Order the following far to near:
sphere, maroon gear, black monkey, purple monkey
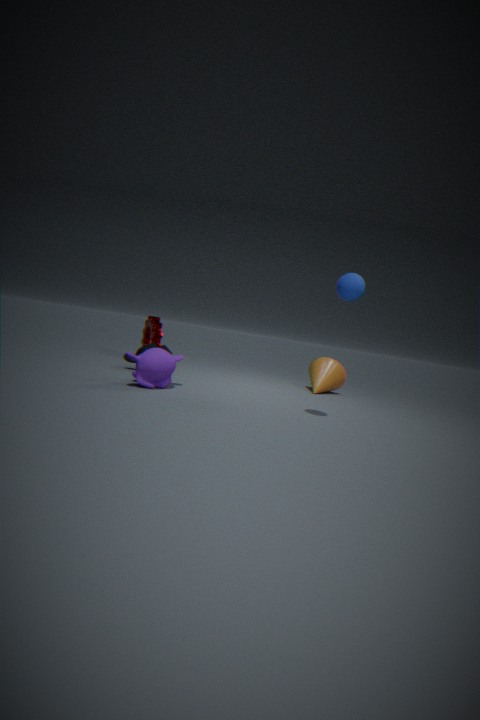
1. maroon gear
2. black monkey
3. purple monkey
4. sphere
